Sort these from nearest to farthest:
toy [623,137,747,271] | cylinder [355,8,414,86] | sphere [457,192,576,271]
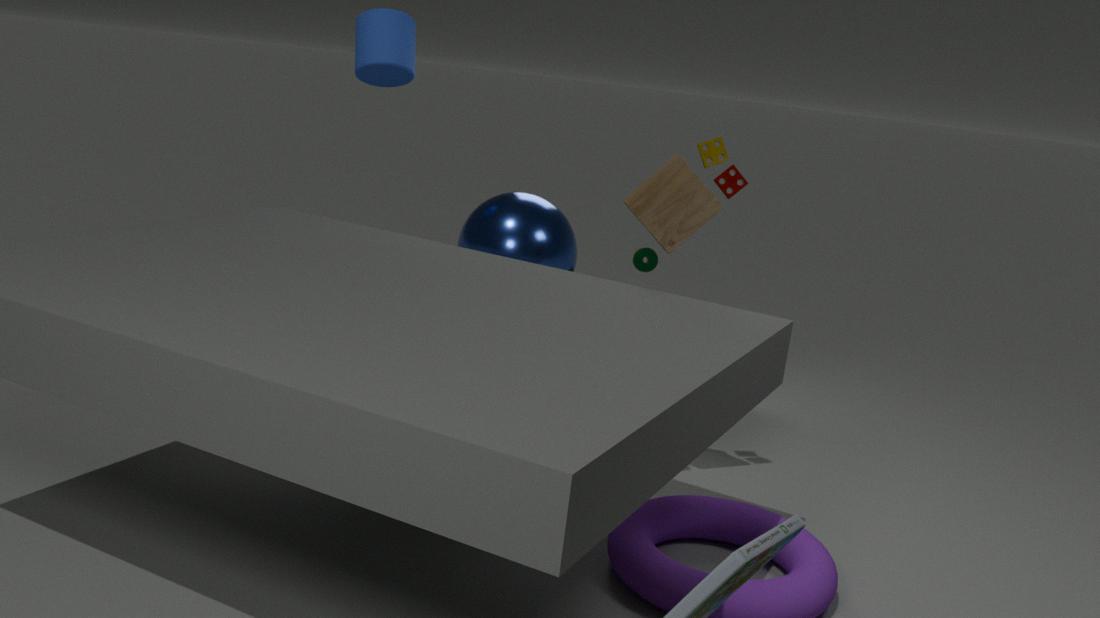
toy [623,137,747,271]
sphere [457,192,576,271]
cylinder [355,8,414,86]
